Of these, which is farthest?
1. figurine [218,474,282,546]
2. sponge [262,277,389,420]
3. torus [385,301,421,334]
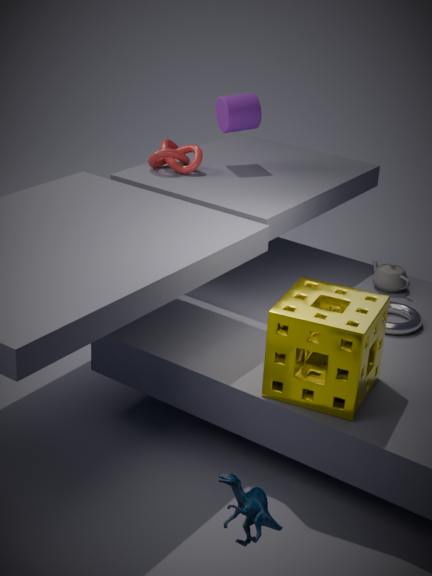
torus [385,301,421,334]
